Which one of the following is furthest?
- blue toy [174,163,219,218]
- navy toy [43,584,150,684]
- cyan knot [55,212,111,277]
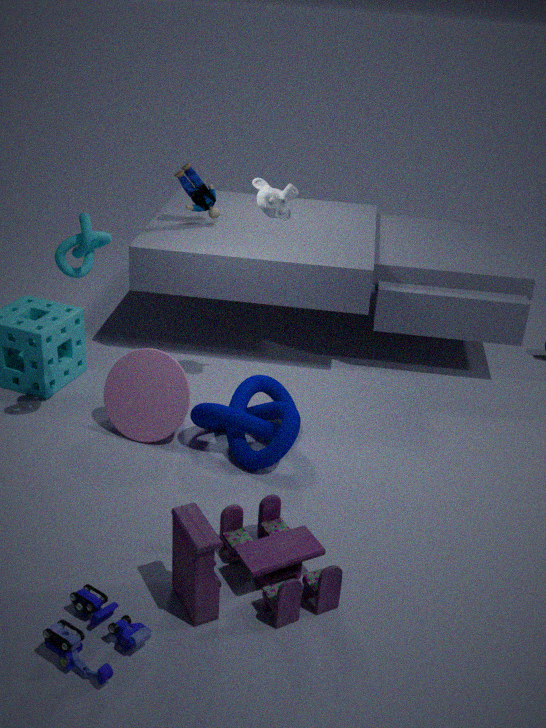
blue toy [174,163,219,218]
